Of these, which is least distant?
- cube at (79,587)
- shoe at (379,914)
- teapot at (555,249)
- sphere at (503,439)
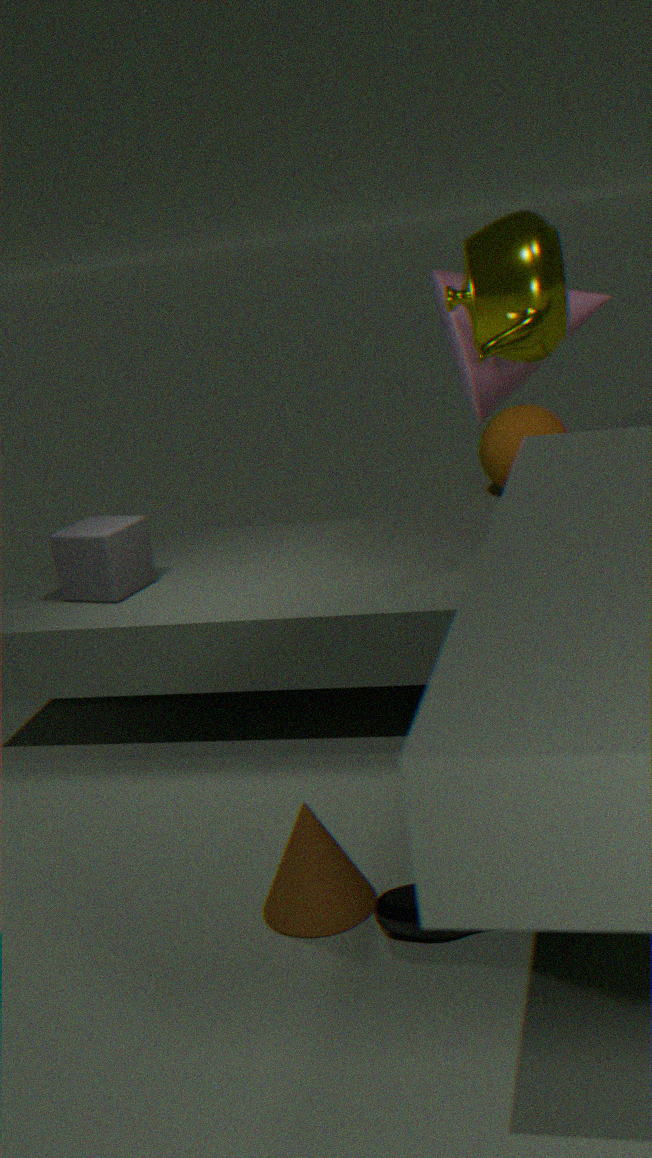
shoe at (379,914)
